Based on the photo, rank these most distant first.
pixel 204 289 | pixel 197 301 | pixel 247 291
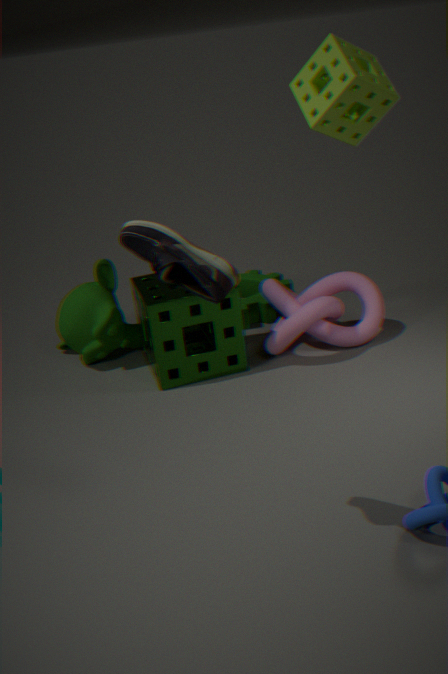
pixel 247 291 → pixel 197 301 → pixel 204 289
